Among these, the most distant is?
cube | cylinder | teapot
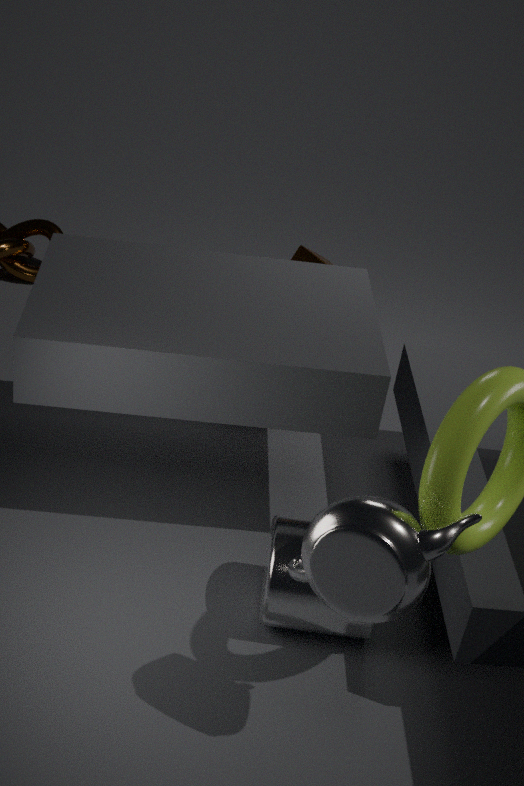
cube
